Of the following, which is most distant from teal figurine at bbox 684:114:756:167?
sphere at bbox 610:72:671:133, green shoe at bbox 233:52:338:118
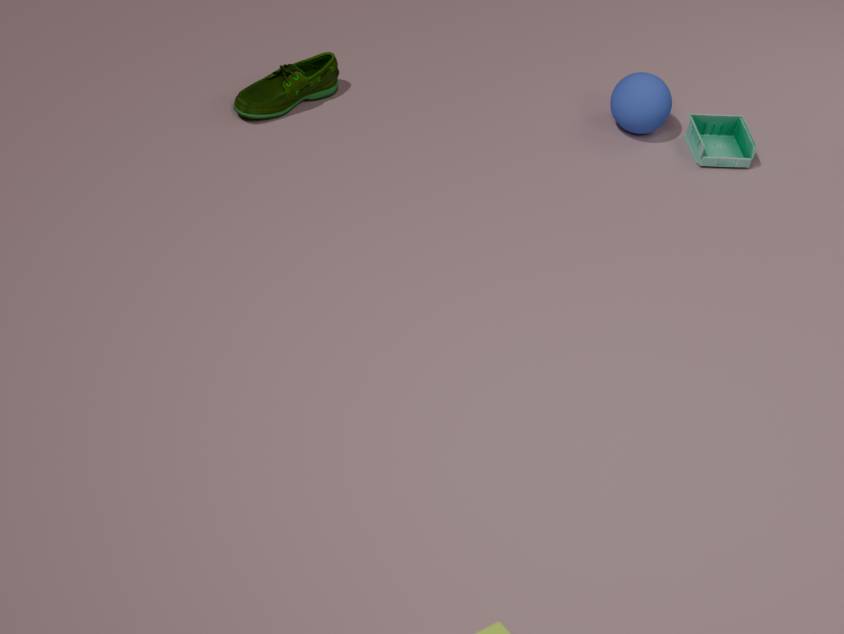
green shoe at bbox 233:52:338:118
